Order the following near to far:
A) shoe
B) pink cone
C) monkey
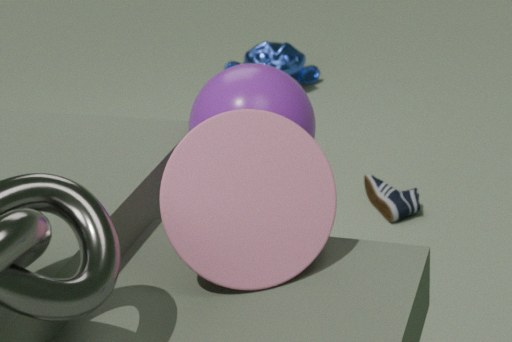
1. pink cone
2. shoe
3. monkey
